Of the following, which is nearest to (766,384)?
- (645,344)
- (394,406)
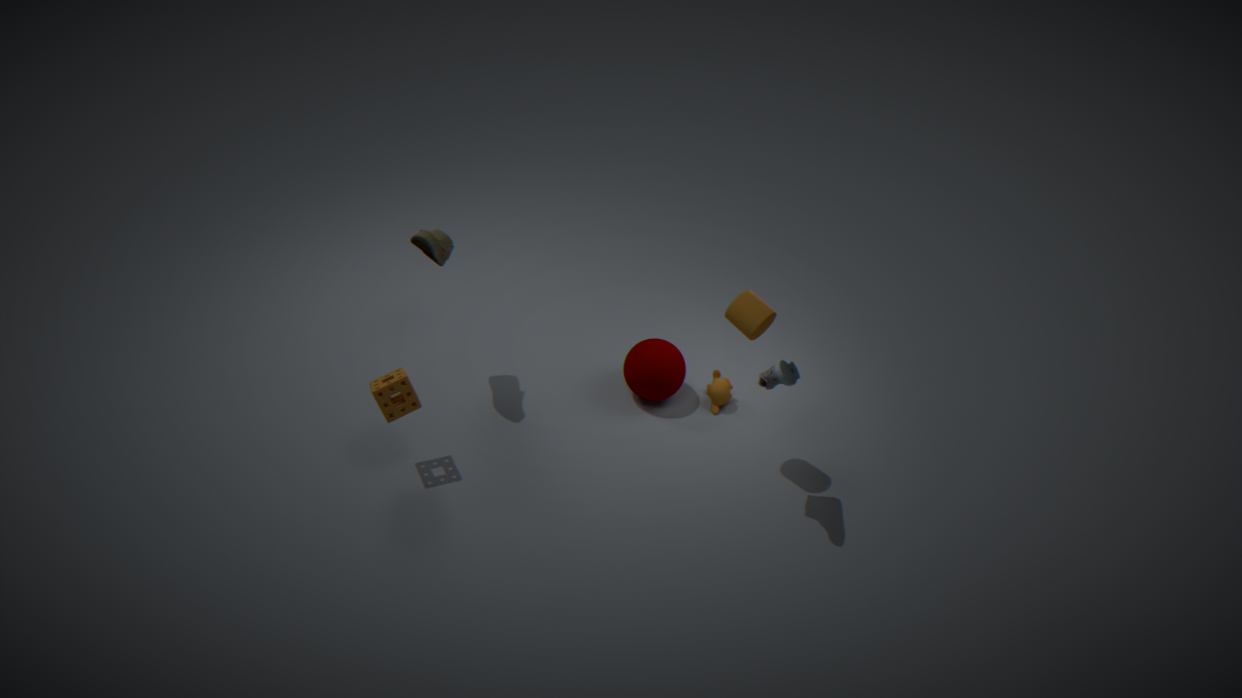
(645,344)
